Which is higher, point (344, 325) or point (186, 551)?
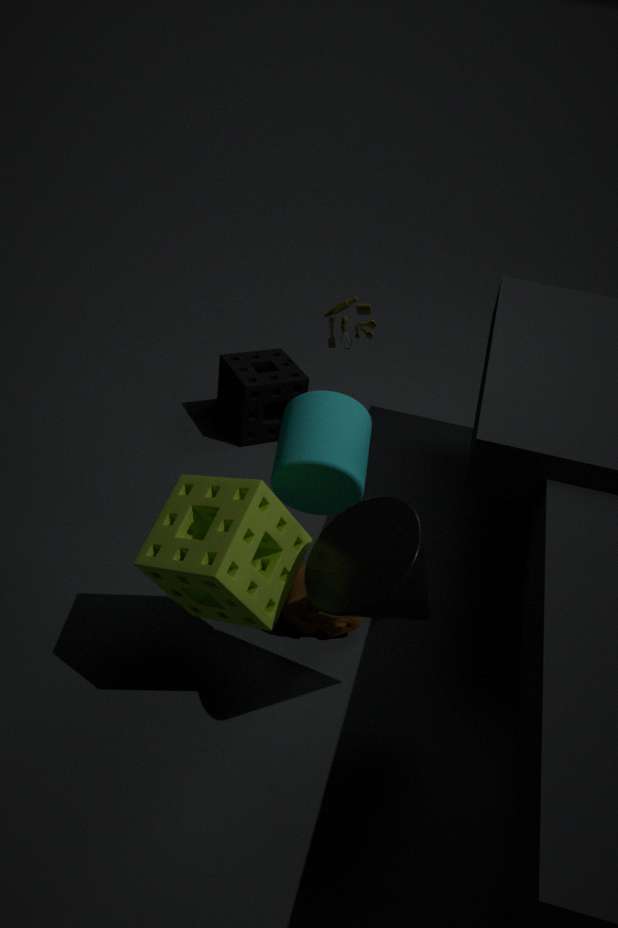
point (344, 325)
